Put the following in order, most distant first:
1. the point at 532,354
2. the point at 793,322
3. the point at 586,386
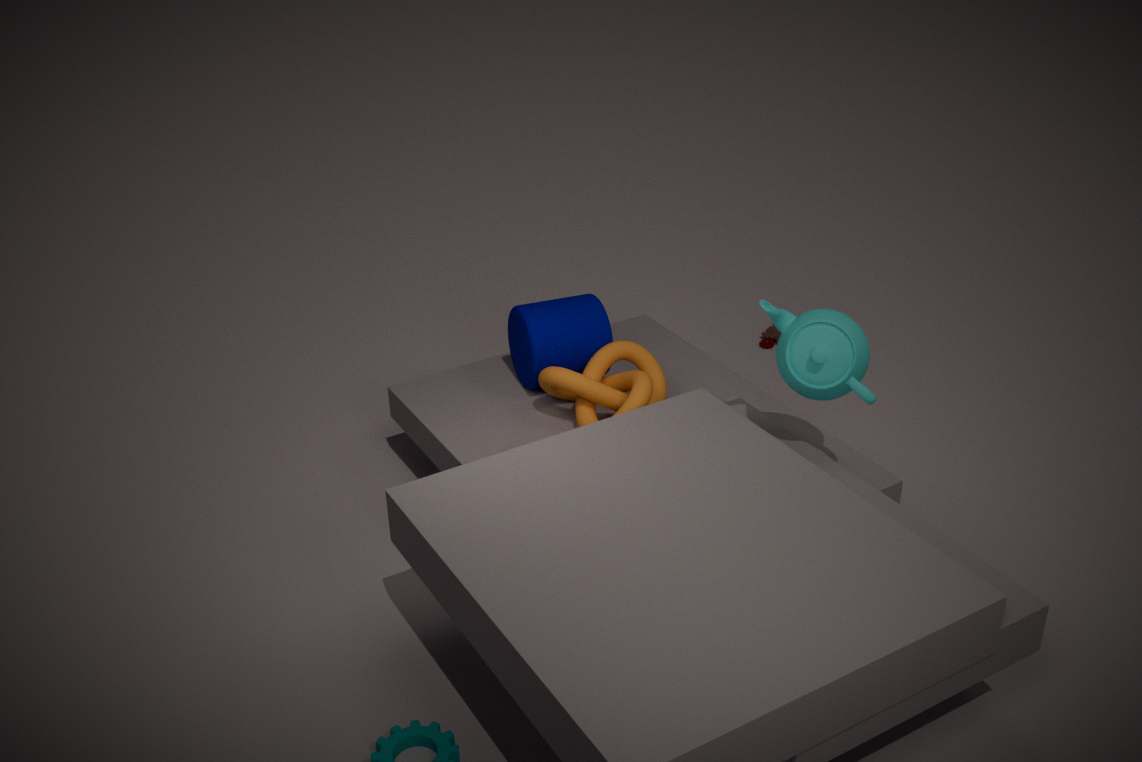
the point at 532,354 → the point at 586,386 → the point at 793,322
